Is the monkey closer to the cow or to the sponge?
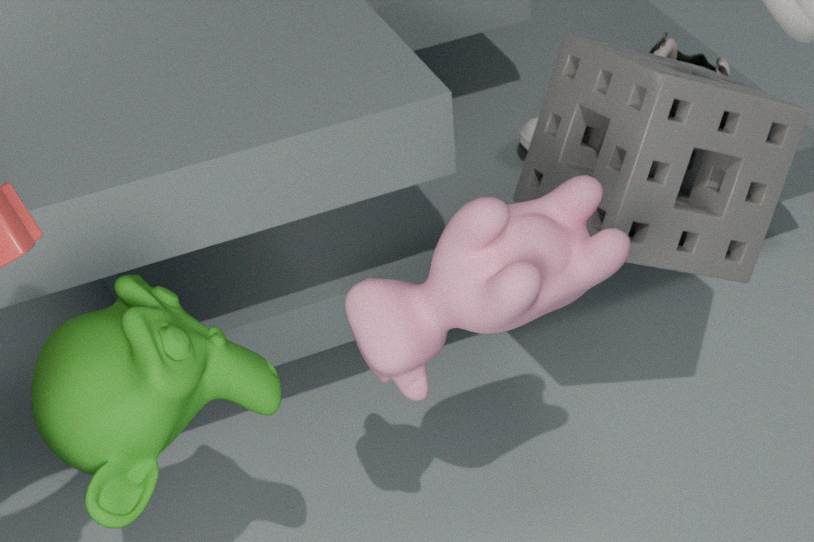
the cow
